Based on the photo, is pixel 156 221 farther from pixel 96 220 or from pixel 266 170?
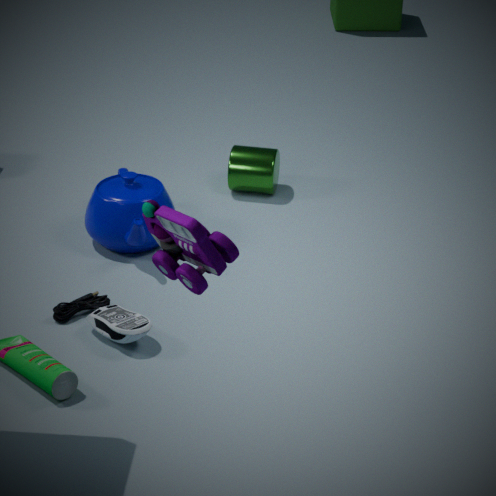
pixel 266 170
